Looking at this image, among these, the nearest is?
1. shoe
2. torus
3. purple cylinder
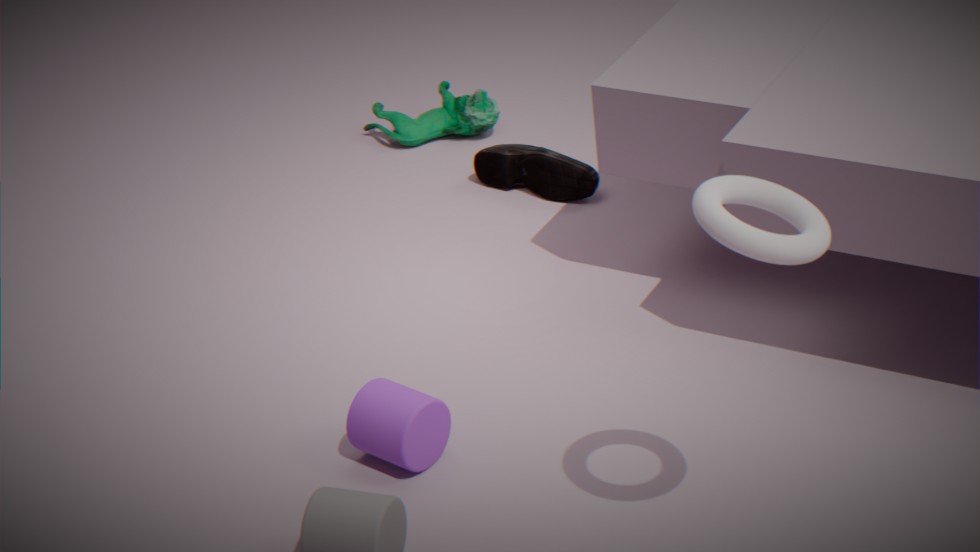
torus
